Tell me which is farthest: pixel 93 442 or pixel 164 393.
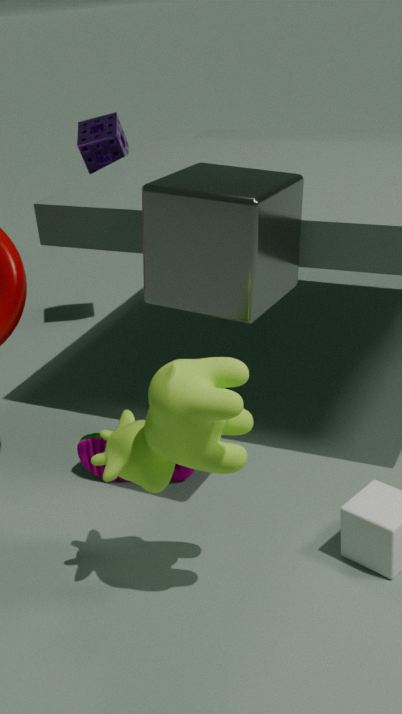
pixel 93 442
